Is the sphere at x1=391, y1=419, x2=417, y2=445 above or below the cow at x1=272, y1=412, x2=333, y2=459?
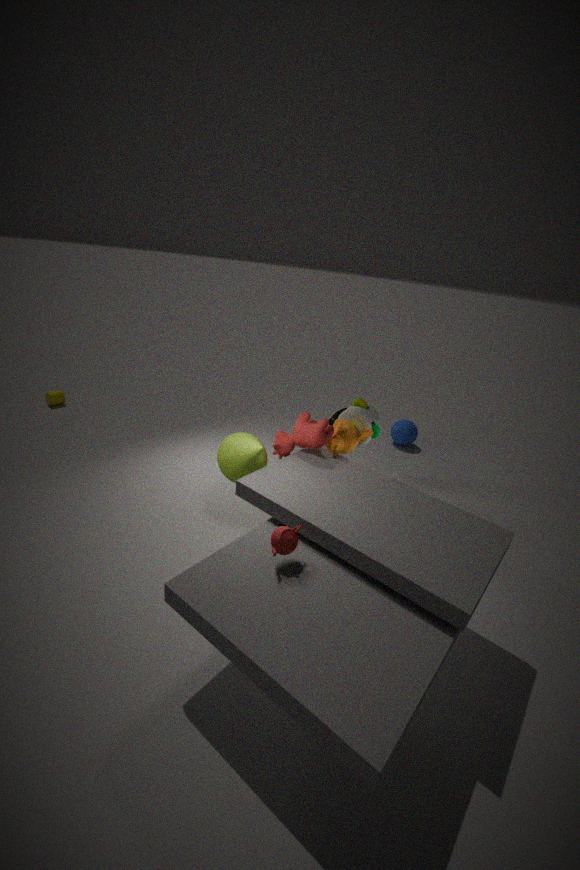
below
